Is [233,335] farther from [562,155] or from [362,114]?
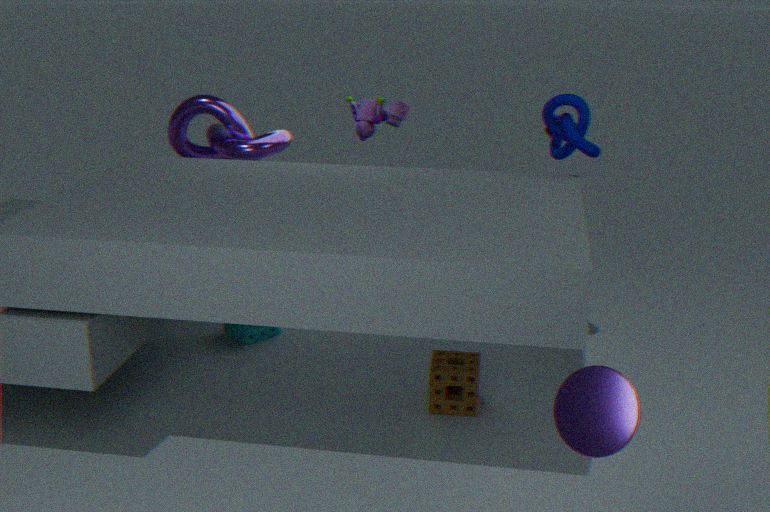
[562,155]
